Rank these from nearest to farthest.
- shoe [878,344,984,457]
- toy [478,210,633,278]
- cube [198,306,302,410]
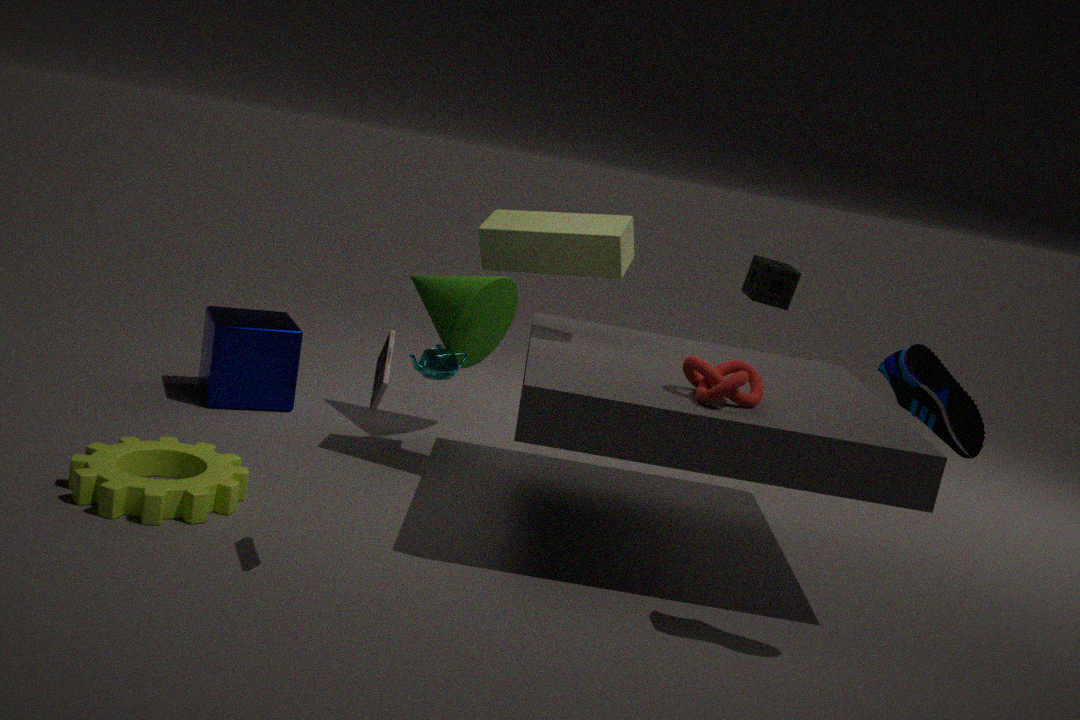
shoe [878,344,984,457]
toy [478,210,633,278]
cube [198,306,302,410]
